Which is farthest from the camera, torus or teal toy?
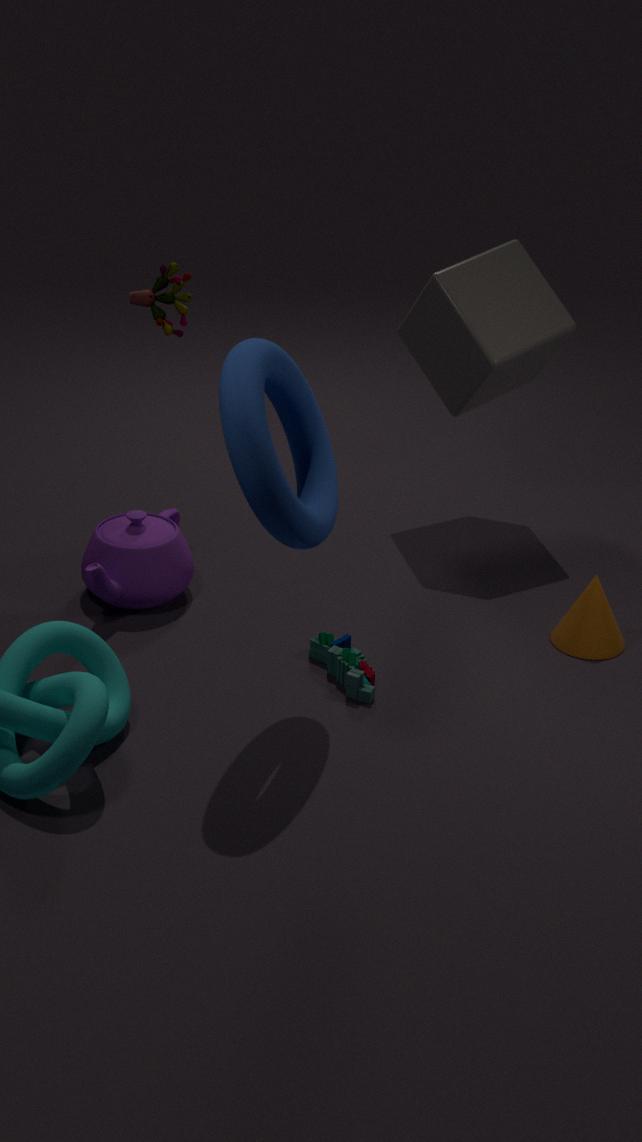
teal toy
